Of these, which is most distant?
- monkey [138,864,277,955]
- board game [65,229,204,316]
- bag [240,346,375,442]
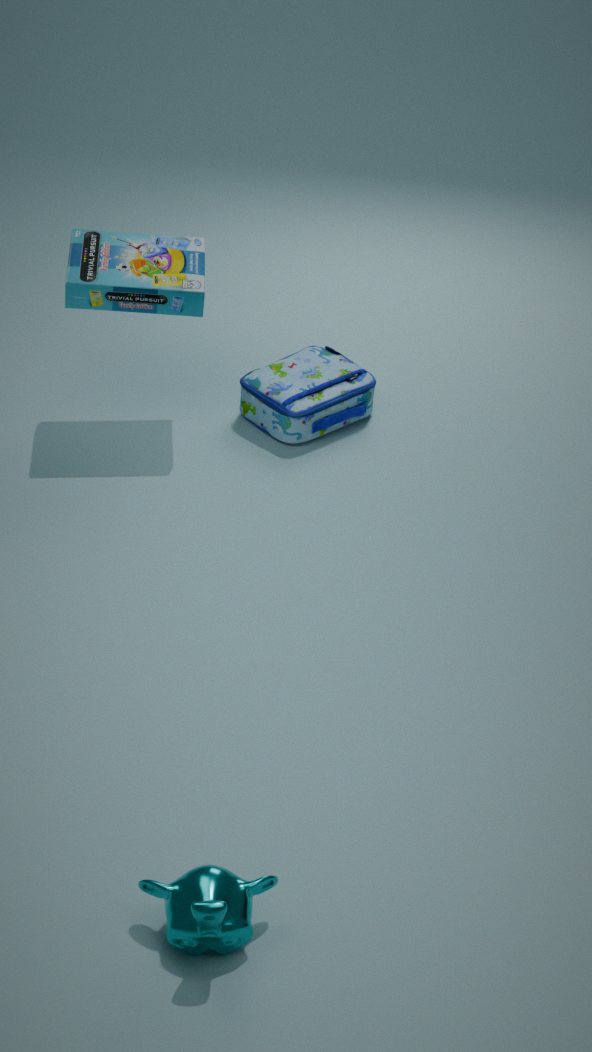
bag [240,346,375,442]
